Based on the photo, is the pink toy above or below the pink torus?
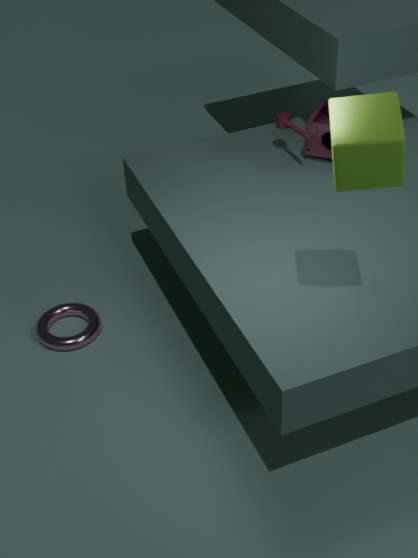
above
